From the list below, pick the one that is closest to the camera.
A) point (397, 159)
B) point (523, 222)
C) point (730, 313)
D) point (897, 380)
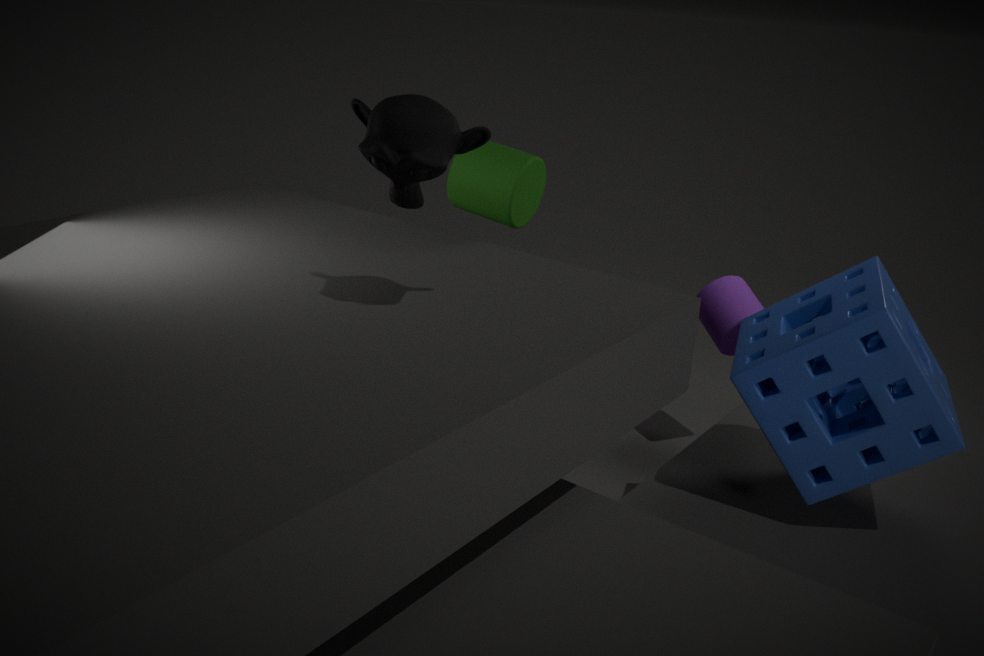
point (397, 159)
